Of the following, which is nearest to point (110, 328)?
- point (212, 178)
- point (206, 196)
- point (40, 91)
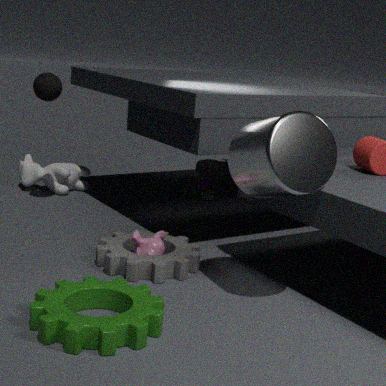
point (40, 91)
